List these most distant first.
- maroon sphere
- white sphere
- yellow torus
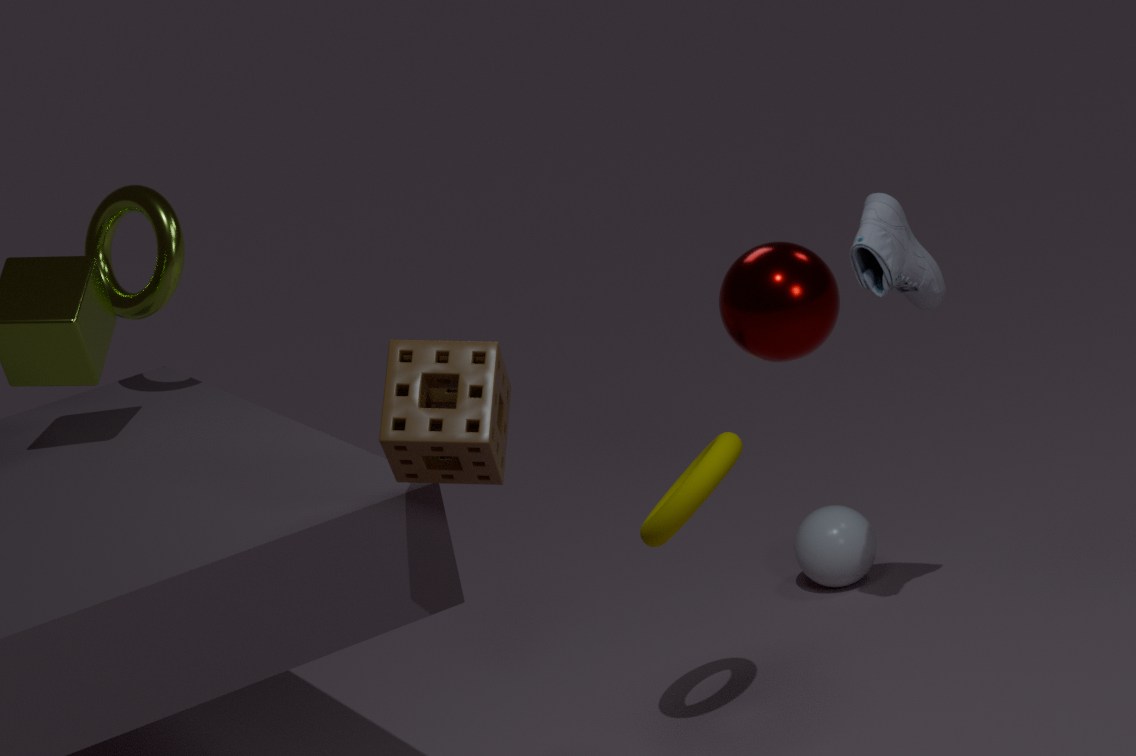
white sphere → yellow torus → maroon sphere
